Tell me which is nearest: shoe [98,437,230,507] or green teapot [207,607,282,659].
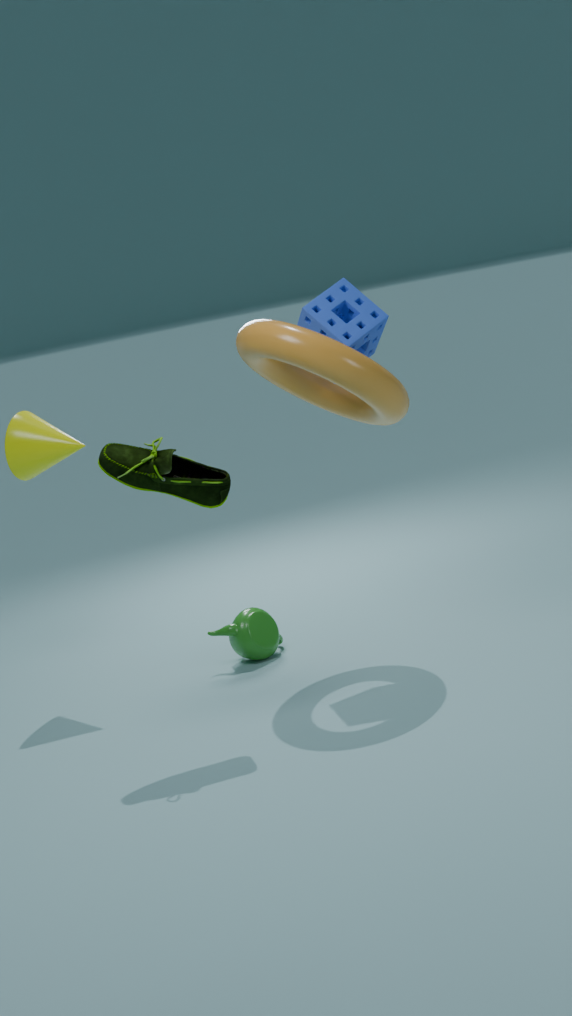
shoe [98,437,230,507]
